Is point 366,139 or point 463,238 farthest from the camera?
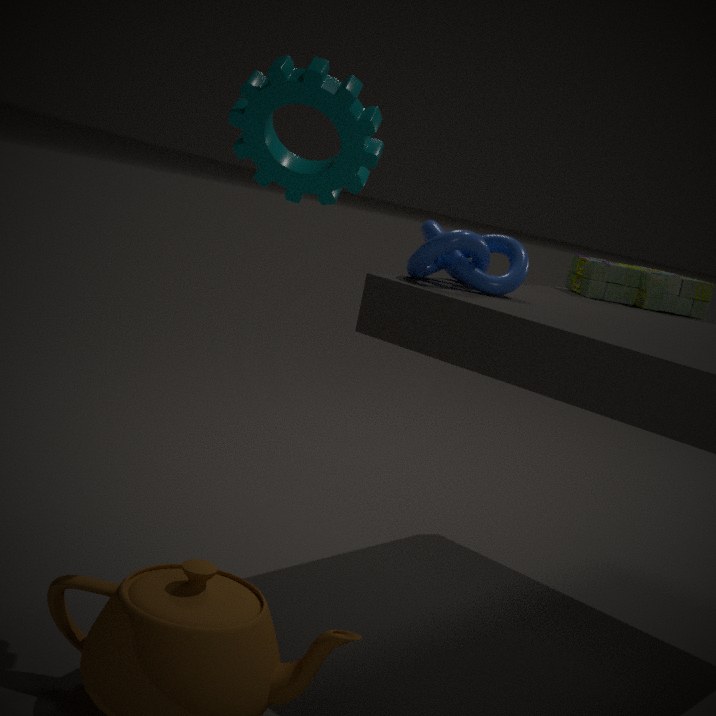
point 463,238
